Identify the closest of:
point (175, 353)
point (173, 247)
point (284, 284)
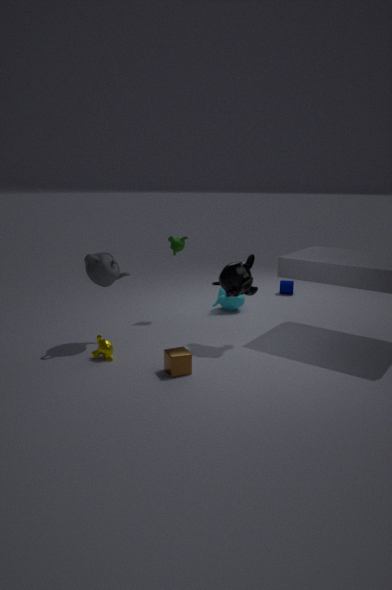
point (175, 353)
